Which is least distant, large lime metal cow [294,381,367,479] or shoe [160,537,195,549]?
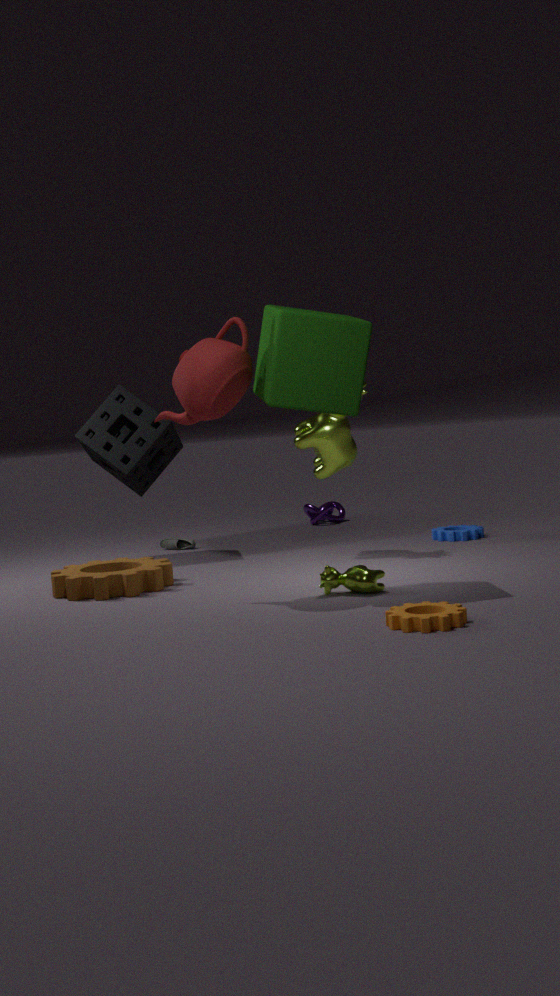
large lime metal cow [294,381,367,479]
